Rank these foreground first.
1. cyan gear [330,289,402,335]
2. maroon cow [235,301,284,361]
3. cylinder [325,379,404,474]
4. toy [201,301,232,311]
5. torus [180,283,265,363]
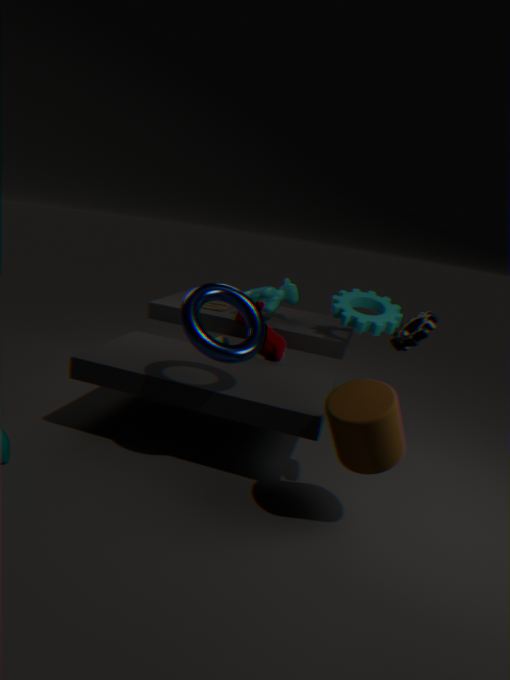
cylinder [325,379,404,474], torus [180,283,265,363], cyan gear [330,289,402,335], maroon cow [235,301,284,361], toy [201,301,232,311]
